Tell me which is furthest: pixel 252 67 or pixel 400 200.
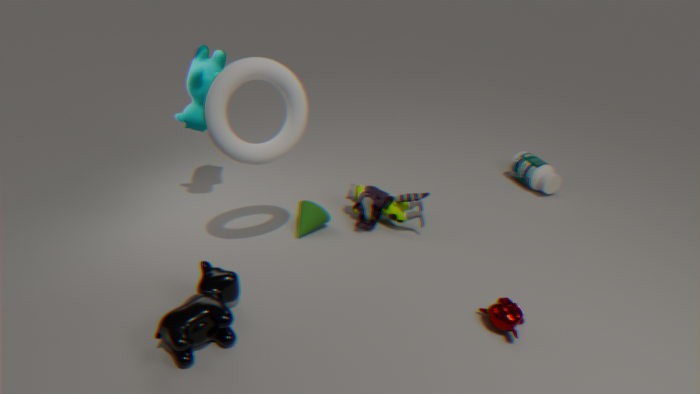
pixel 400 200
